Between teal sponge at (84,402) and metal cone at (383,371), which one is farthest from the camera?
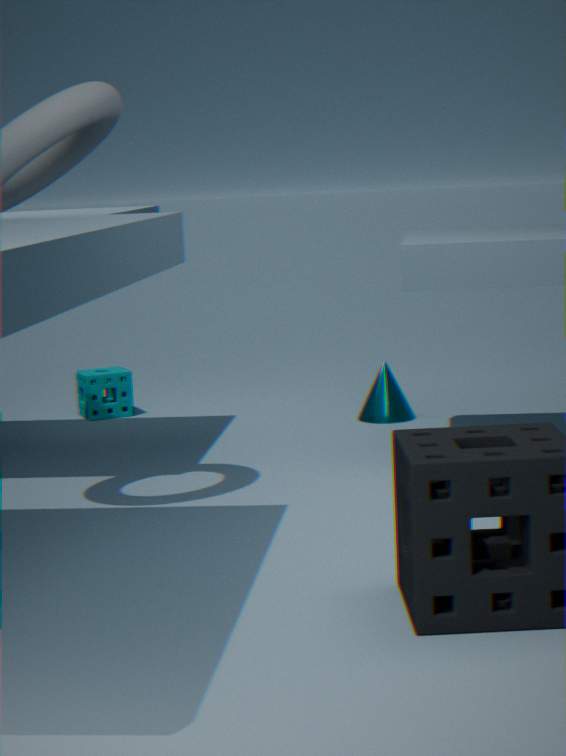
teal sponge at (84,402)
